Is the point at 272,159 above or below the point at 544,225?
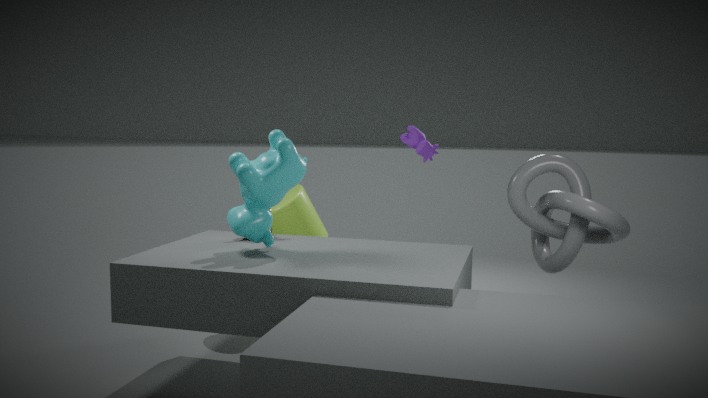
above
